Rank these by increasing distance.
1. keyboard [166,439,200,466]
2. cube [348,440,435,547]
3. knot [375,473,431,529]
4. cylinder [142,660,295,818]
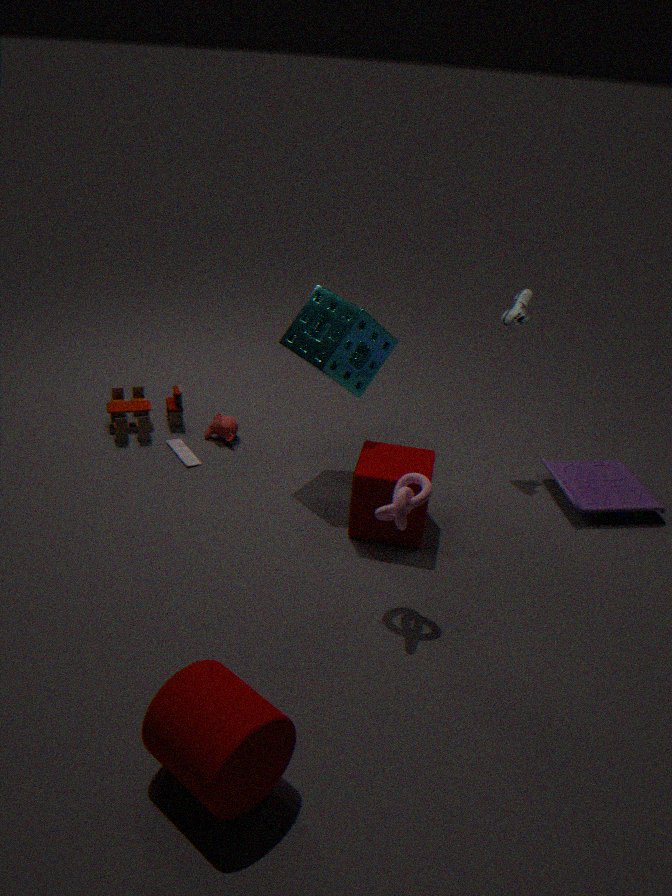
cylinder [142,660,295,818] → knot [375,473,431,529] → cube [348,440,435,547] → keyboard [166,439,200,466]
